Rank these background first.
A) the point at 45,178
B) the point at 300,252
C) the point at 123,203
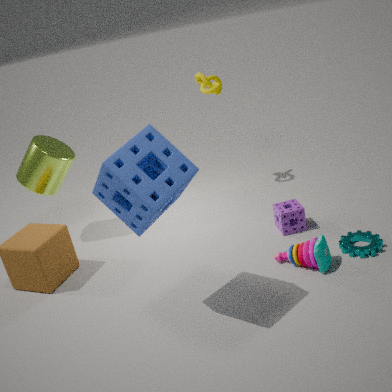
the point at 45,178, the point at 300,252, the point at 123,203
